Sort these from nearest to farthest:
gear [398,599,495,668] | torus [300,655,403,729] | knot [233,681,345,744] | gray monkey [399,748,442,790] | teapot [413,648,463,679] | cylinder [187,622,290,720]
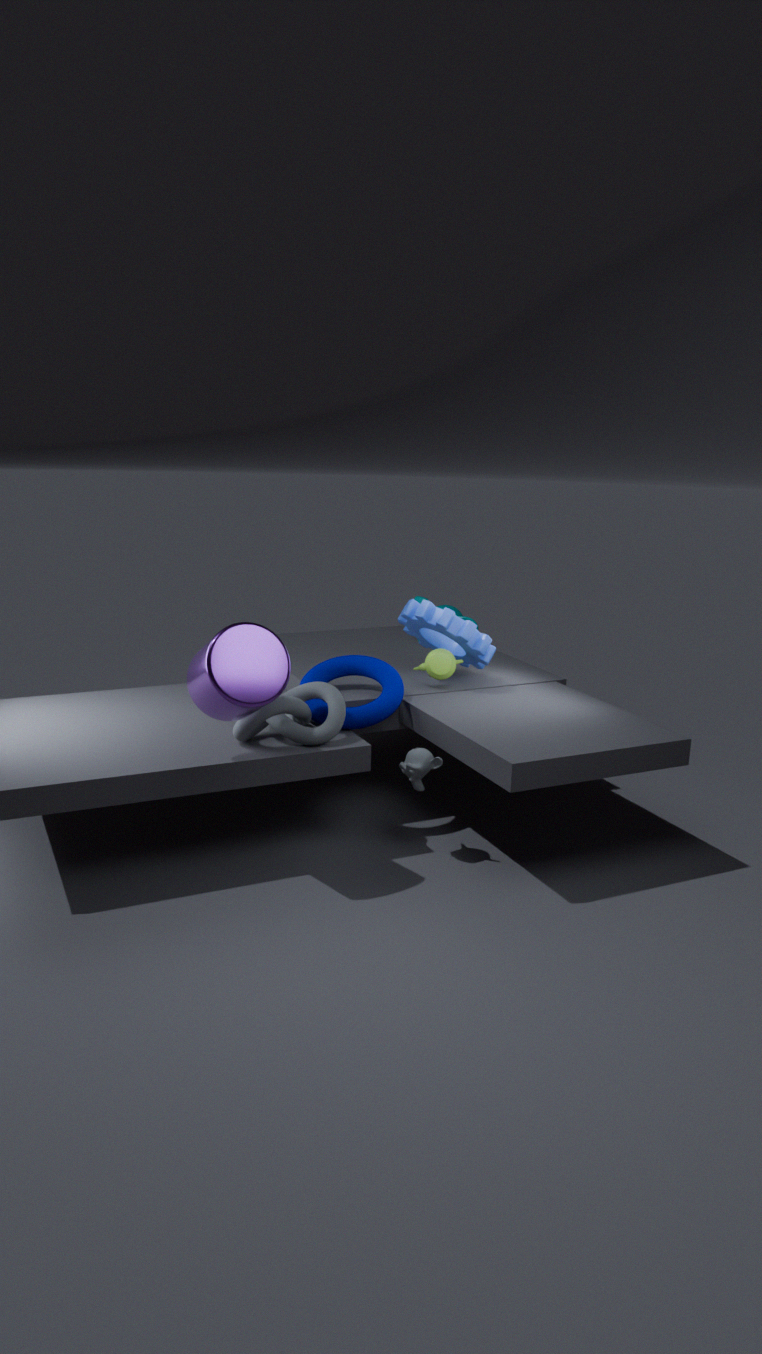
cylinder [187,622,290,720], knot [233,681,345,744], gray monkey [399,748,442,790], torus [300,655,403,729], gear [398,599,495,668], teapot [413,648,463,679]
